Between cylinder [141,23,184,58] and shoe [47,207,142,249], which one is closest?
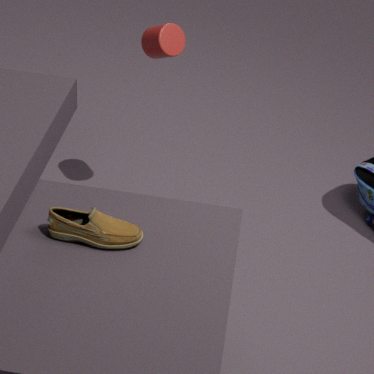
shoe [47,207,142,249]
